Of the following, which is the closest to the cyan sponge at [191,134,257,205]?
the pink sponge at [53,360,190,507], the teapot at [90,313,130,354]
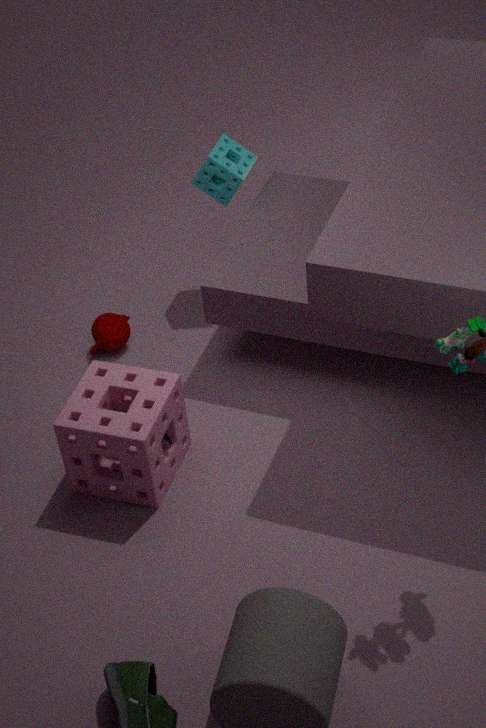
the teapot at [90,313,130,354]
